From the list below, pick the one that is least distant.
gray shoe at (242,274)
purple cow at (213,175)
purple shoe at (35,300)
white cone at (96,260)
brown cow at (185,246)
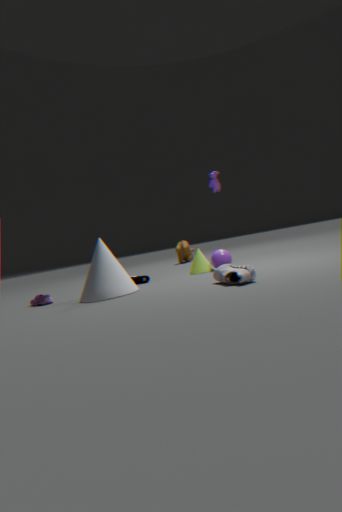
gray shoe at (242,274)
